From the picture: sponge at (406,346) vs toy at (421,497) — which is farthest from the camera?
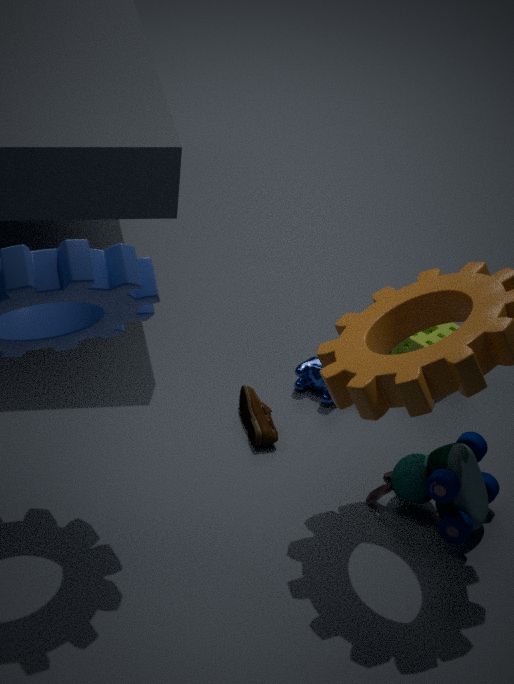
sponge at (406,346)
